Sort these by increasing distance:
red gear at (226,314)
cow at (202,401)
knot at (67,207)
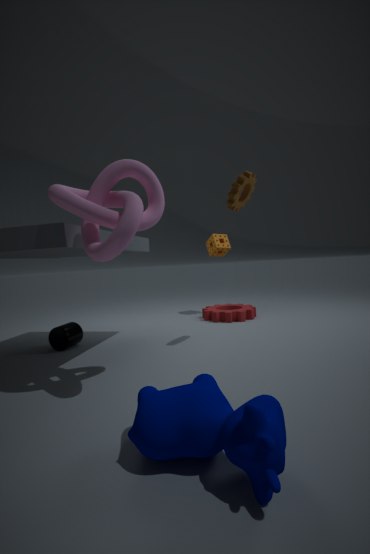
1. cow at (202,401)
2. knot at (67,207)
3. red gear at (226,314)
